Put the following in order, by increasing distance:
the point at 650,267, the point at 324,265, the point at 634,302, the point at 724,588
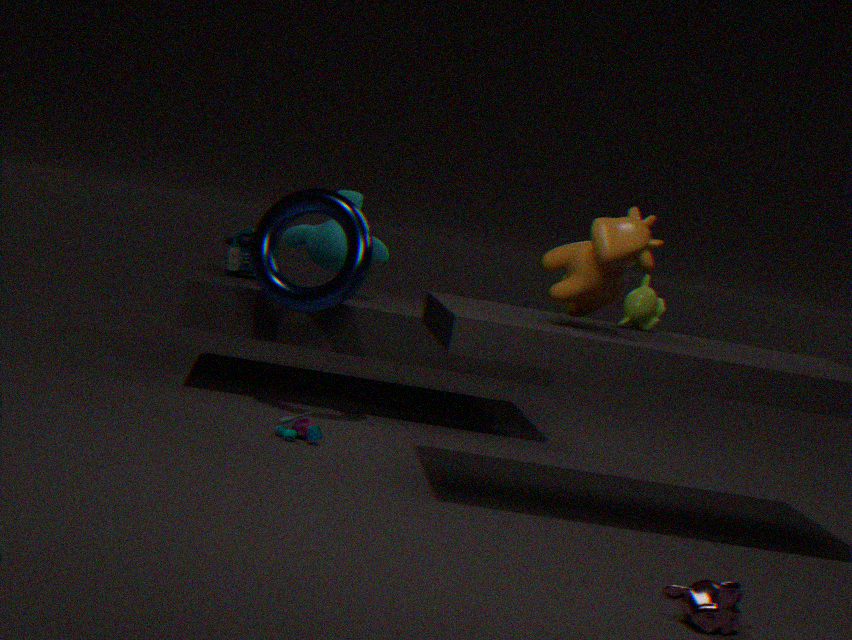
the point at 724,588 < the point at 650,267 < the point at 634,302 < the point at 324,265
